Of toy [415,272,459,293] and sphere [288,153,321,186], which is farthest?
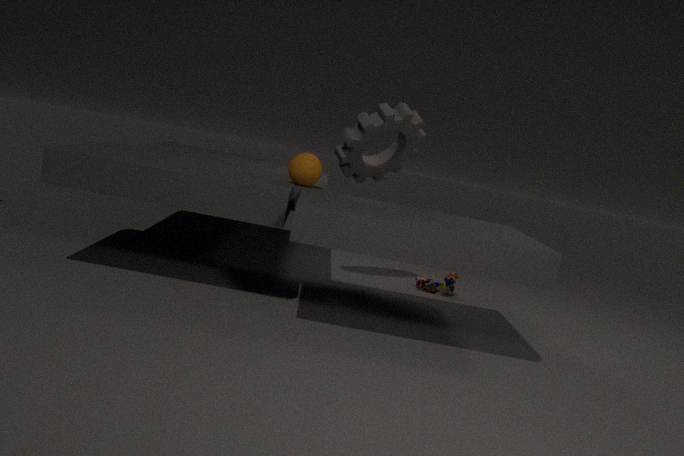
toy [415,272,459,293]
